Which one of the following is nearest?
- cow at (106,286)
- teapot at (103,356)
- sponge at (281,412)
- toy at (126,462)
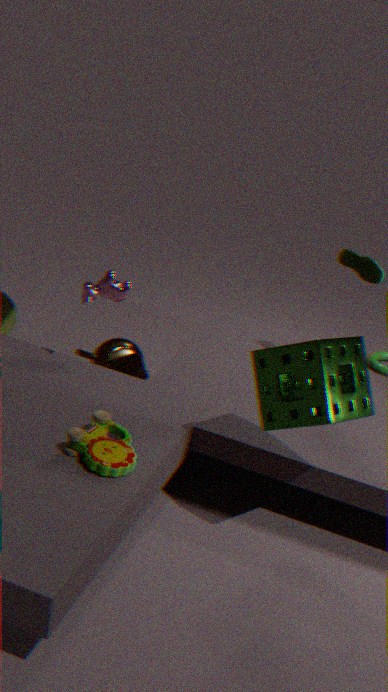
sponge at (281,412)
